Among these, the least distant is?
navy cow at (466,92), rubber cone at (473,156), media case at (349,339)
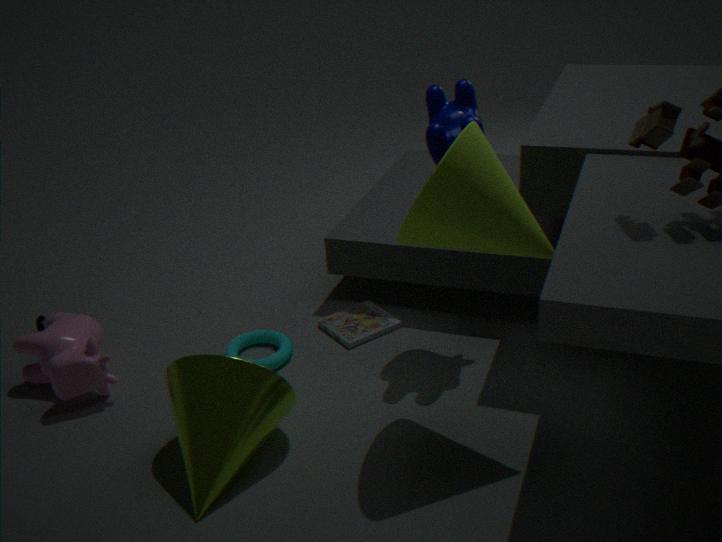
rubber cone at (473,156)
